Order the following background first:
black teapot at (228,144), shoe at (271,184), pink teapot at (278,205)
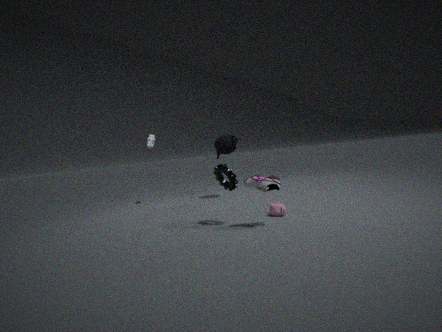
black teapot at (228,144)
pink teapot at (278,205)
shoe at (271,184)
